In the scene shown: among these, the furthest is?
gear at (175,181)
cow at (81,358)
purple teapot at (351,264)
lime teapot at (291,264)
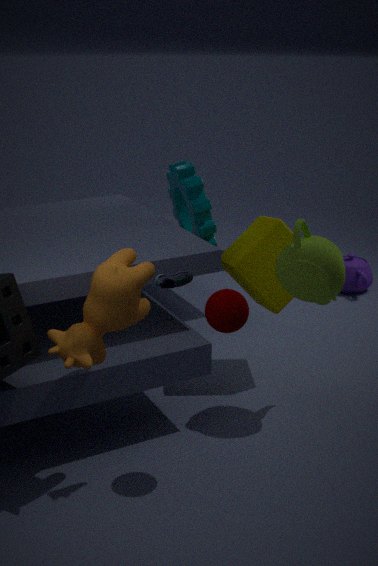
purple teapot at (351,264)
